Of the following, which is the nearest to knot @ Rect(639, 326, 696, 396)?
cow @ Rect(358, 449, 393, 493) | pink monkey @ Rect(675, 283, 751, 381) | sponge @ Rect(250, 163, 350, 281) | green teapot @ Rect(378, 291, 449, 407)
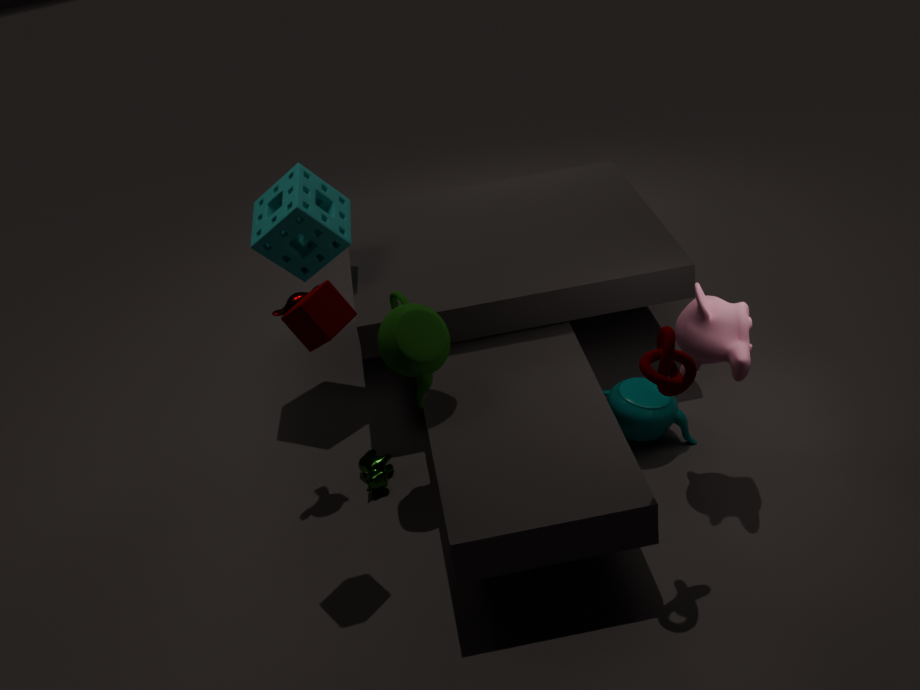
pink monkey @ Rect(675, 283, 751, 381)
